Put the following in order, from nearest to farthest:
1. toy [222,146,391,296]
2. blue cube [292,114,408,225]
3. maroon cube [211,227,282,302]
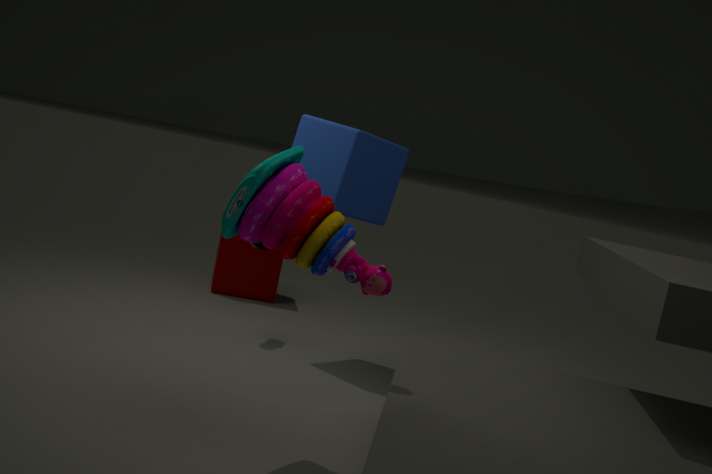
toy [222,146,391,296] → blue cube [292,114,408,225] → maroon cube [211,227,282,302]
